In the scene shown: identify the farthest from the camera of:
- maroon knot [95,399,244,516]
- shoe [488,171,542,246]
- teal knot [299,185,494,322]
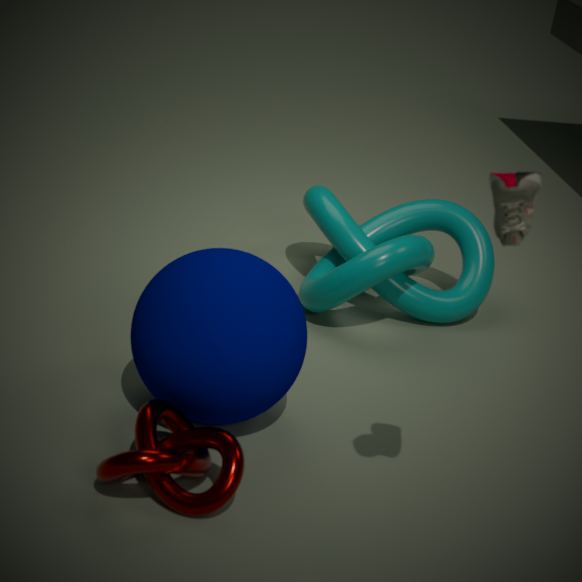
teal knot [299,185,494,322]
